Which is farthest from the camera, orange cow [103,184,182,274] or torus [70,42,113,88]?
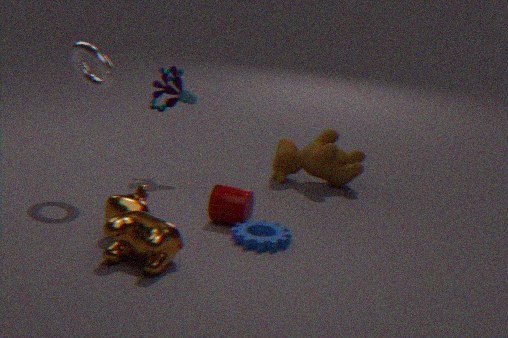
torus [70,42,113,88]
